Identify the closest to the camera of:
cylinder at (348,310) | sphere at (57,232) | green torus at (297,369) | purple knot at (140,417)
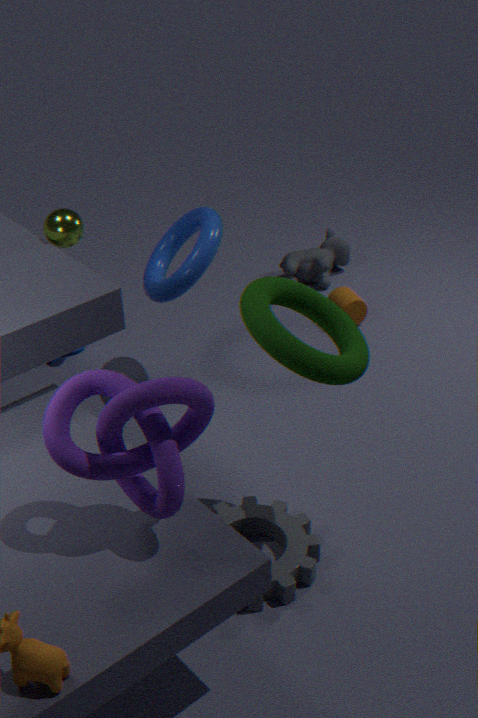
purple knot at (140,417)
